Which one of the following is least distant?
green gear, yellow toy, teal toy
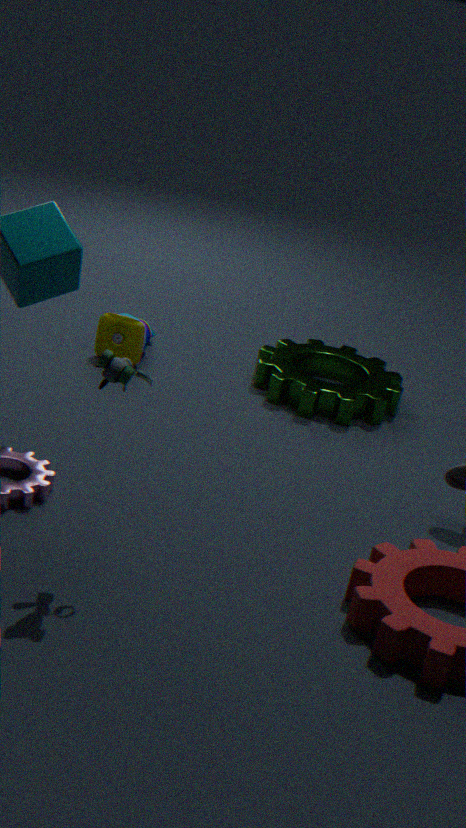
teal toy
